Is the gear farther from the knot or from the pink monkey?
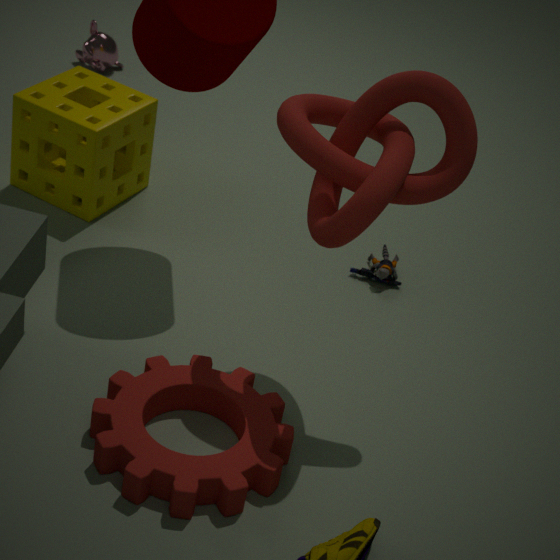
the pink monkey
